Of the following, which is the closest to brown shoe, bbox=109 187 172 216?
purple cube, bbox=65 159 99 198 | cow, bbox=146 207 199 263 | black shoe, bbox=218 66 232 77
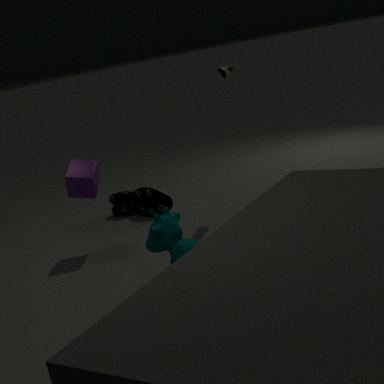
purple cube, bbox=65 159 99 198
